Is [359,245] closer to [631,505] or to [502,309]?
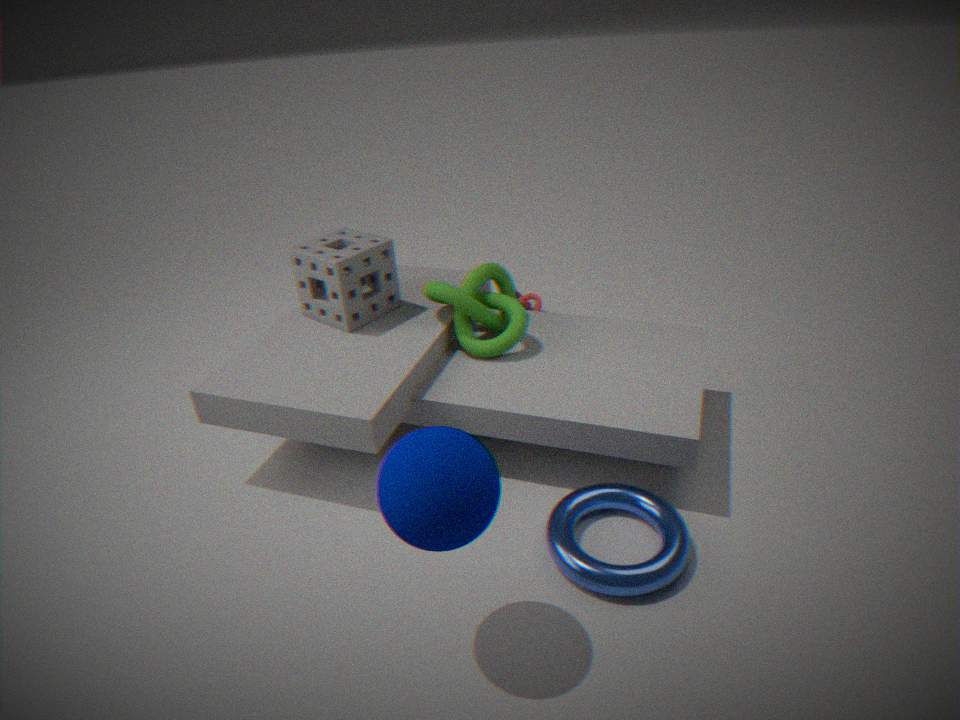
[502,309]
